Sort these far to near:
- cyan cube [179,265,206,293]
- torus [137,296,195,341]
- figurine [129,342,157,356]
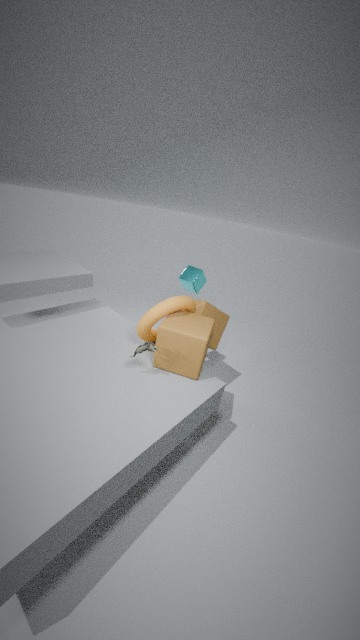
cyan cube [179,265,206,293] → torus [137,296,195,341] → figurine [129,342,157,356]
